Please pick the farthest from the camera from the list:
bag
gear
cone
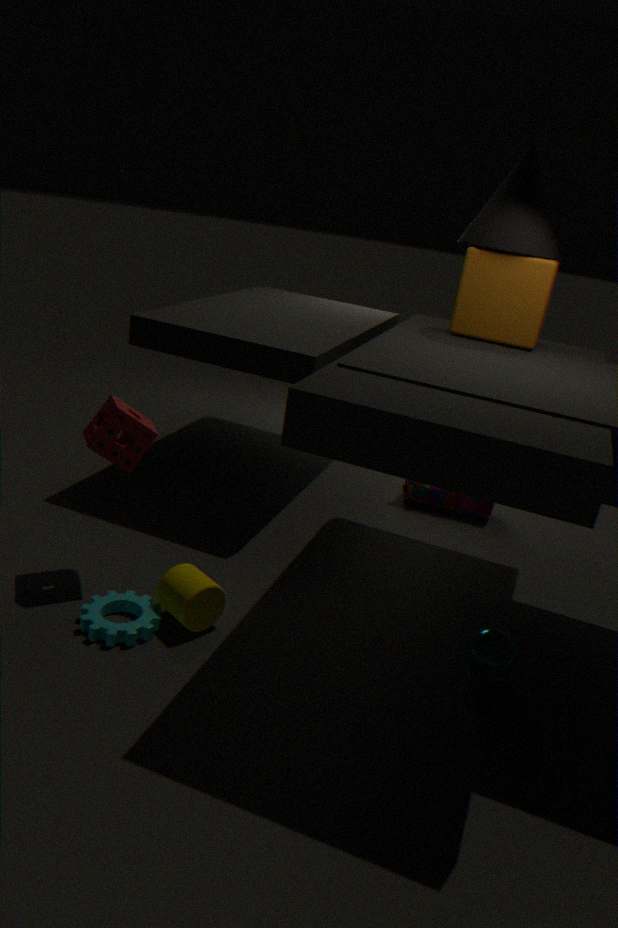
bag
